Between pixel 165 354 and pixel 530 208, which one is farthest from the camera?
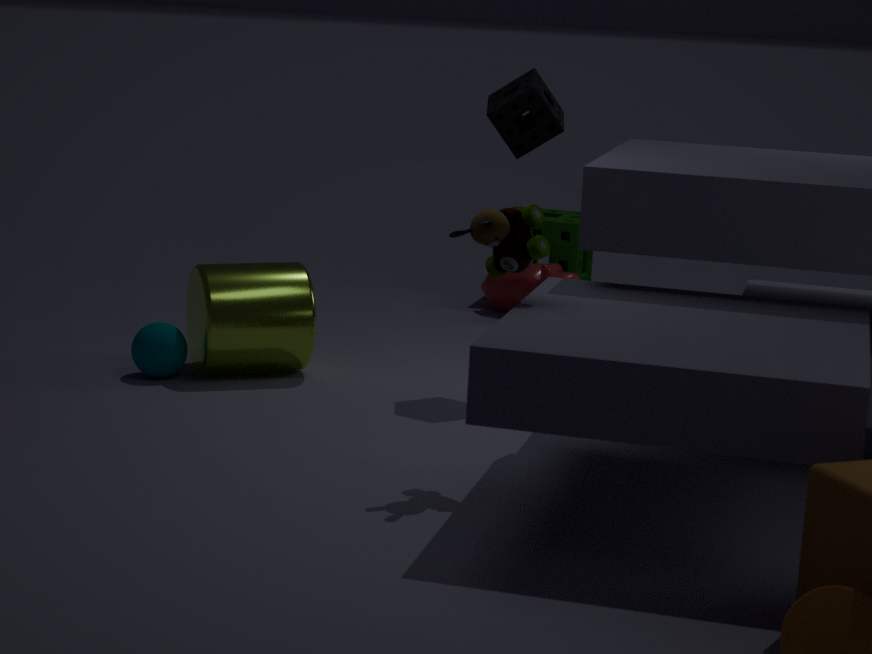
pixel 165 354
